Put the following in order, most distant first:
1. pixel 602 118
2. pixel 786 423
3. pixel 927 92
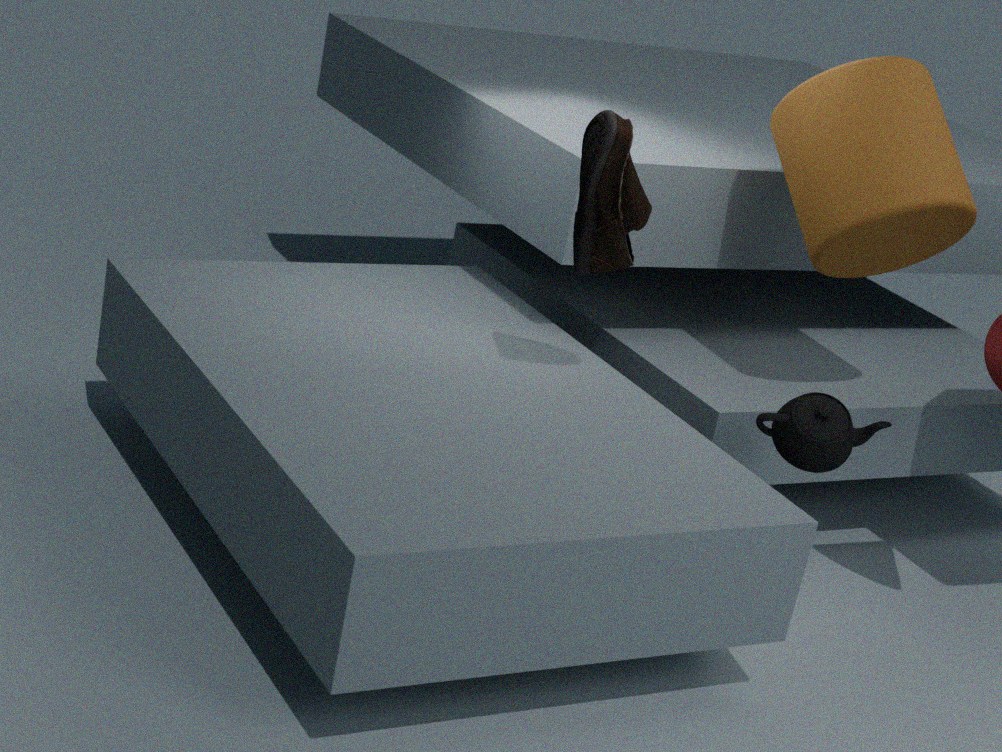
pixel 927 92 < pixel 786 423 < pixel 602 118
